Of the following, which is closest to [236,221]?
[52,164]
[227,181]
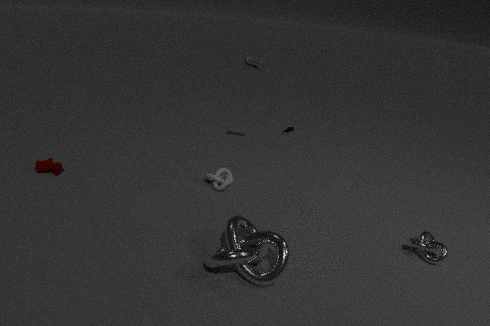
[227,181]
